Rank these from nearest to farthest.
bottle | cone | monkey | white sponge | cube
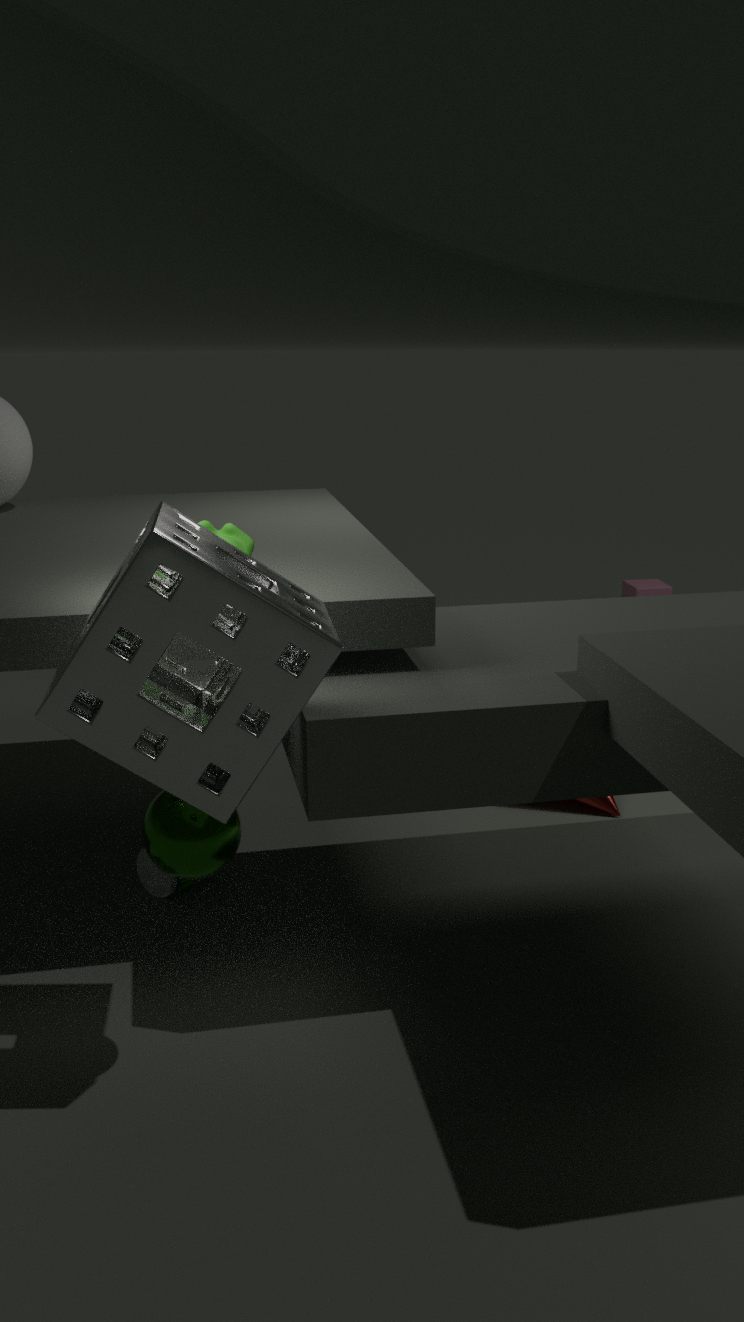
white sponge, monkey, bottle, cone, cube
